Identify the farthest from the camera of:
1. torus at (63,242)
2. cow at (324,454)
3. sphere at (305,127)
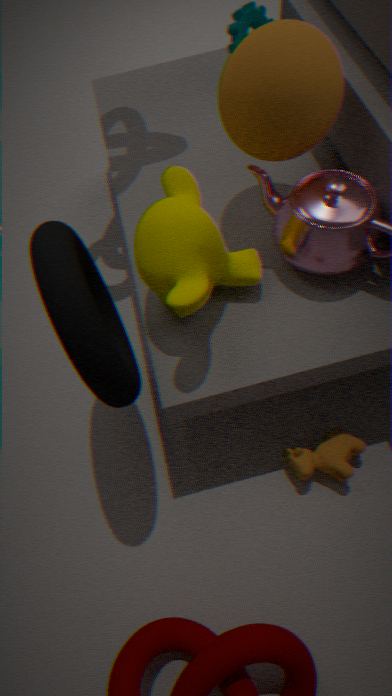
cow at (324,454)
